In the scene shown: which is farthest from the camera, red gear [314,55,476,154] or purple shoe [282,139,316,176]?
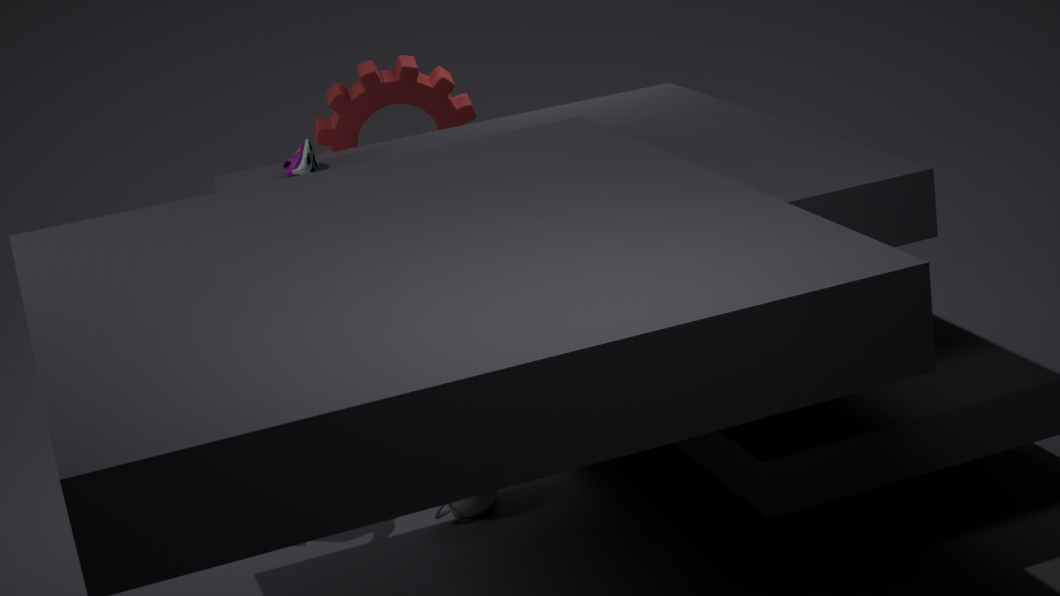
red gear [314,55,476,154]
